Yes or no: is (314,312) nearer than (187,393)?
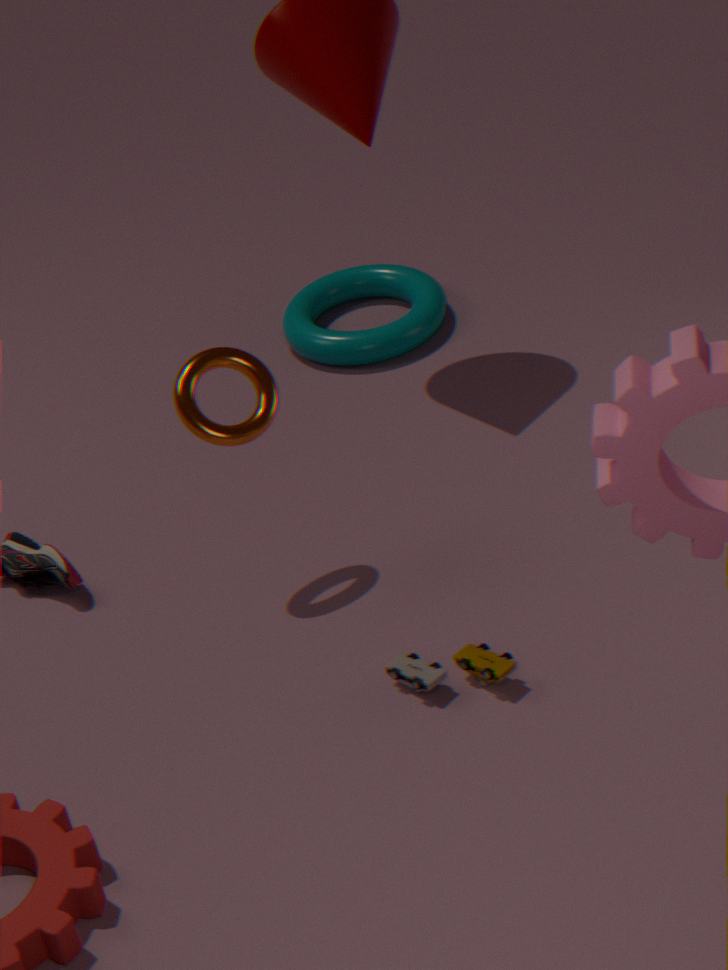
No
